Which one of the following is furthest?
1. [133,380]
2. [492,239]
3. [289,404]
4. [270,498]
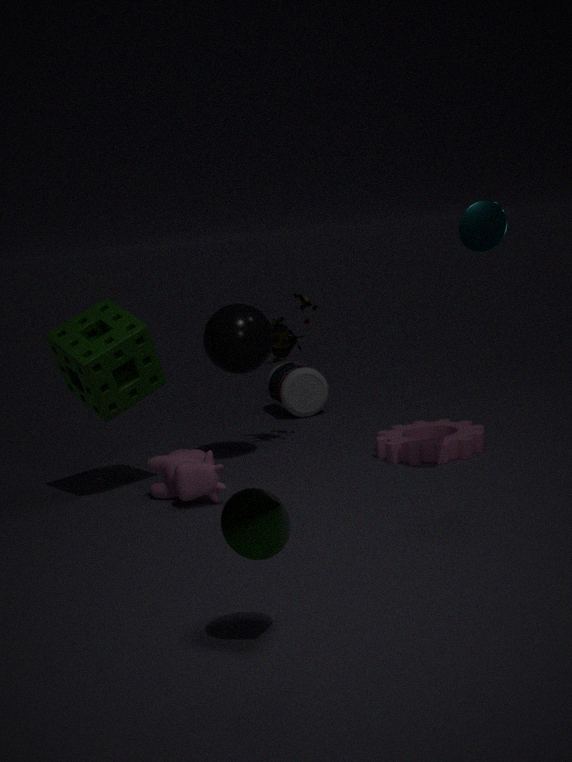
[289,404]
